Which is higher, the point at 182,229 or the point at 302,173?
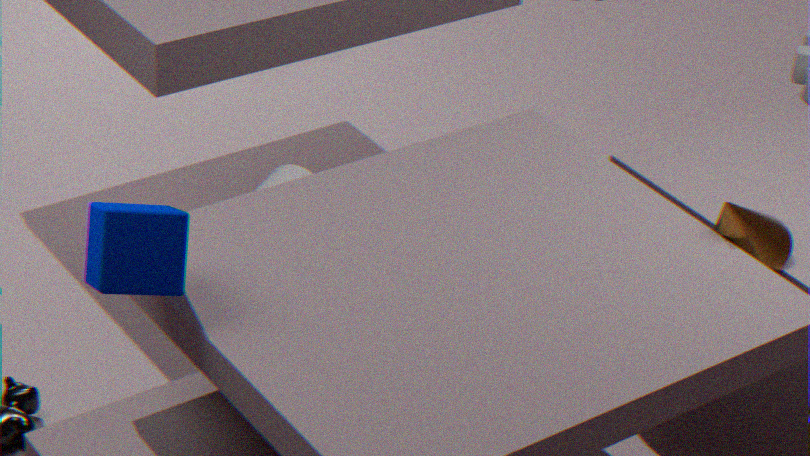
the point at 182,229
